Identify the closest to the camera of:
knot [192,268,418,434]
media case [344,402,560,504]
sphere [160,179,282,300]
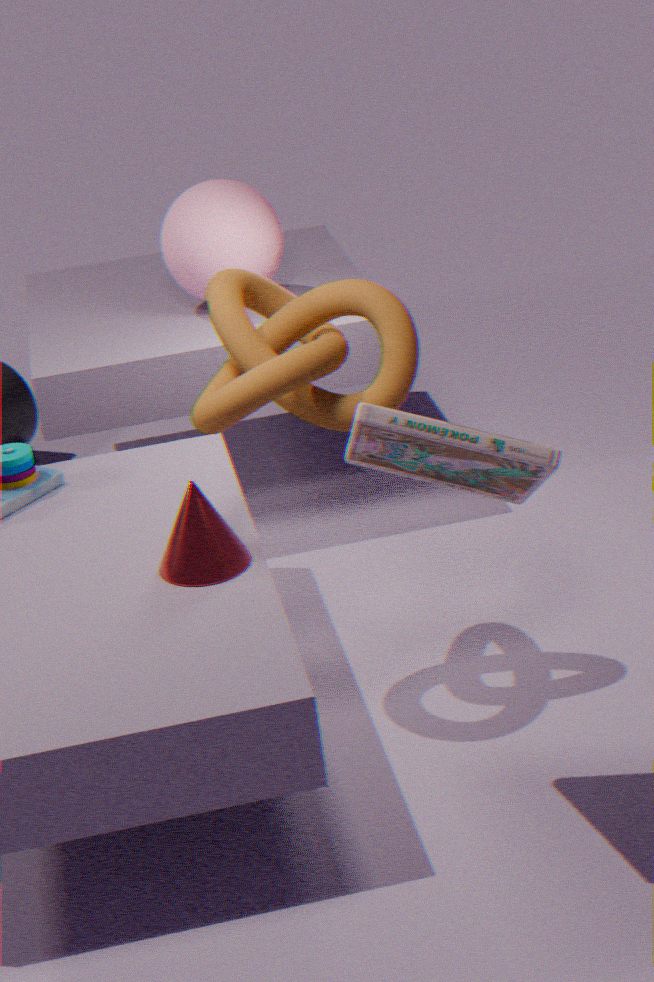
media case [344,402,560,504]
